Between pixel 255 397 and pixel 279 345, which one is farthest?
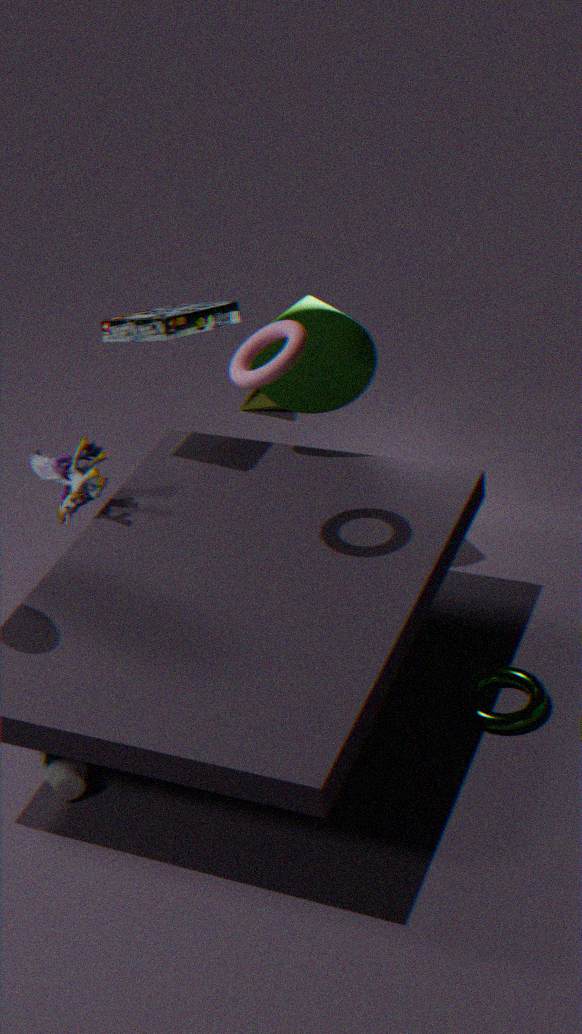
pixel 255 397
